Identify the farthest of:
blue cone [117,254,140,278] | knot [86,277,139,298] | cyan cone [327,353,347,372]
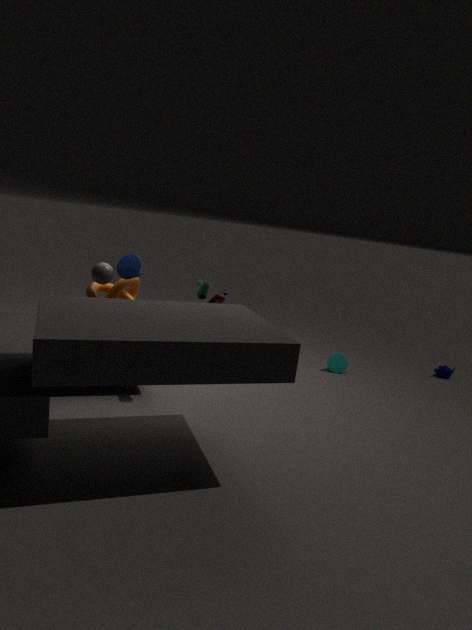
cyan cone [327,353,347,372]
